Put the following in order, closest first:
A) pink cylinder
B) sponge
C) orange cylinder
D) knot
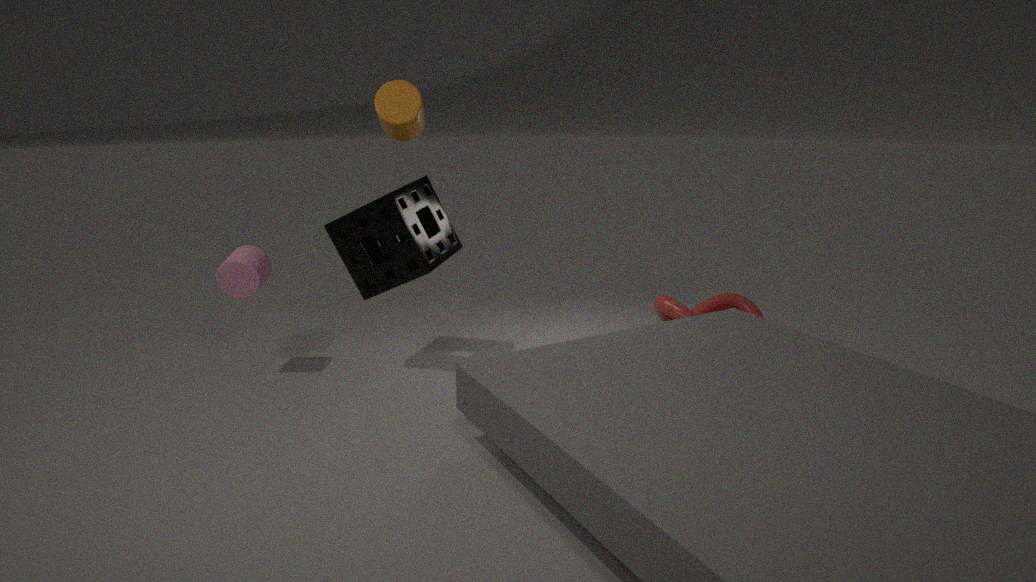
orange cylinder, sponge, pink cylinder, knot
